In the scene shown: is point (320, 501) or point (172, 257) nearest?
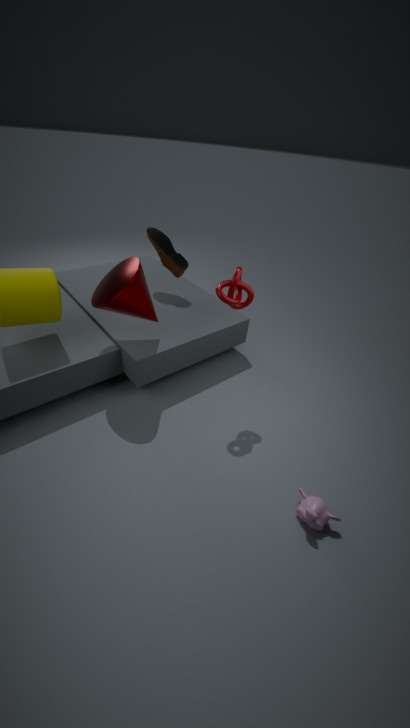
point (320, 501)
